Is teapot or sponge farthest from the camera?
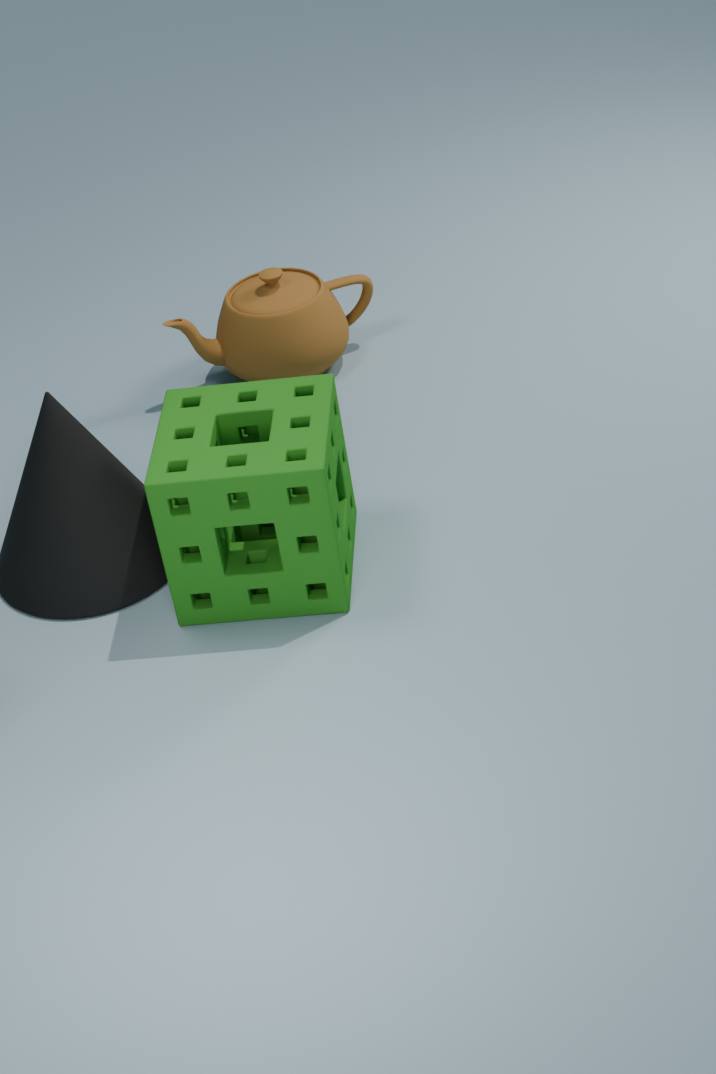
teapot
